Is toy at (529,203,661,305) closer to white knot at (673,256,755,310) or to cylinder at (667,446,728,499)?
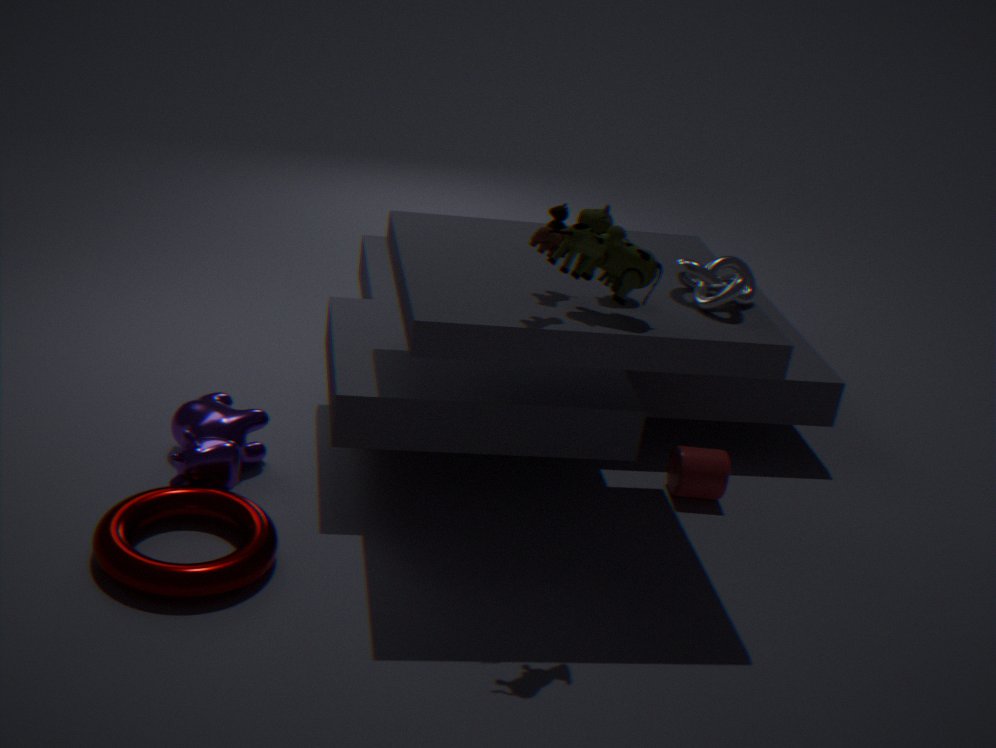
white knot at (673,256,755,310)
